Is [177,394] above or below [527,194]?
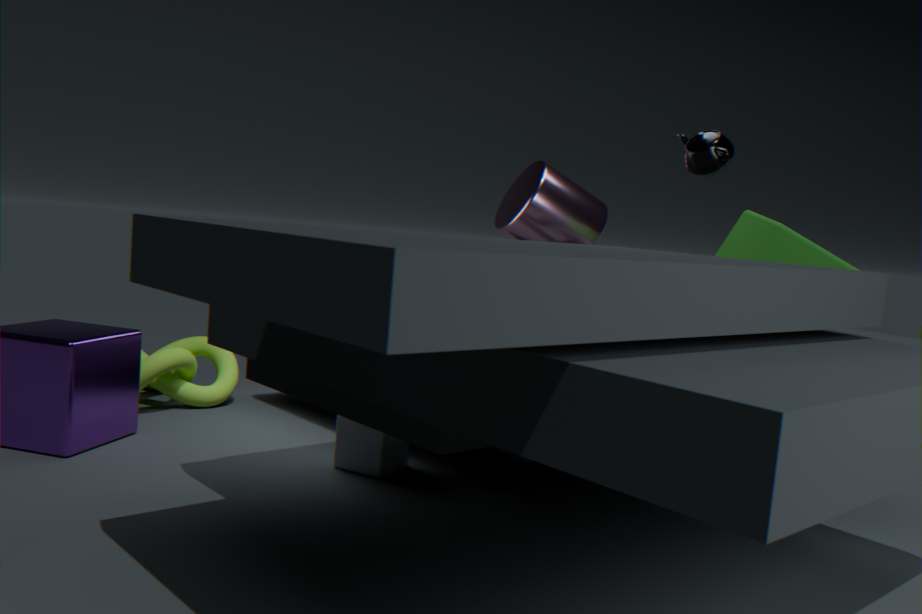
below
